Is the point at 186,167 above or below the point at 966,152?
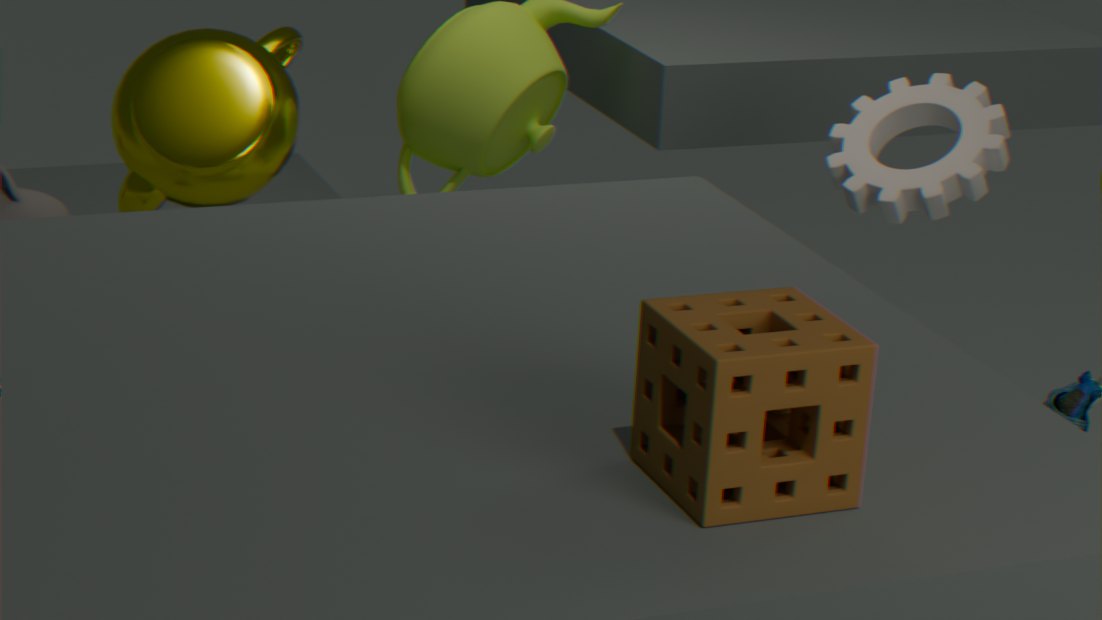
below
